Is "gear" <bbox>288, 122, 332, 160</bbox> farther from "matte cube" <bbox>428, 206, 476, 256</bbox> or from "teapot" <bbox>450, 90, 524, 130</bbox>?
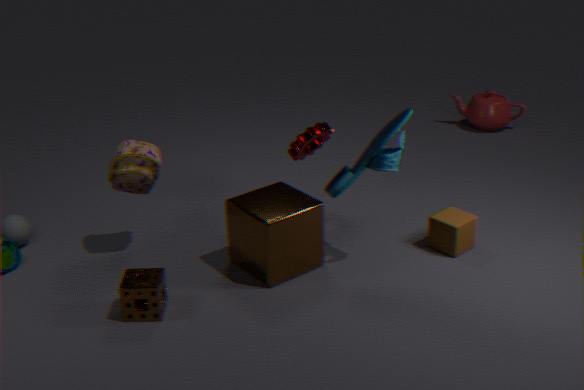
"teapot" <bbox>450, 90, 524, 130</bbox>
